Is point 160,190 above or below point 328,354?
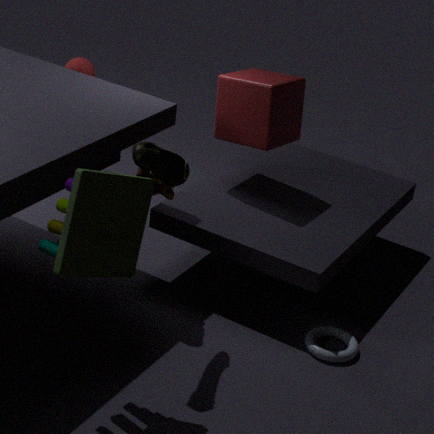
above
